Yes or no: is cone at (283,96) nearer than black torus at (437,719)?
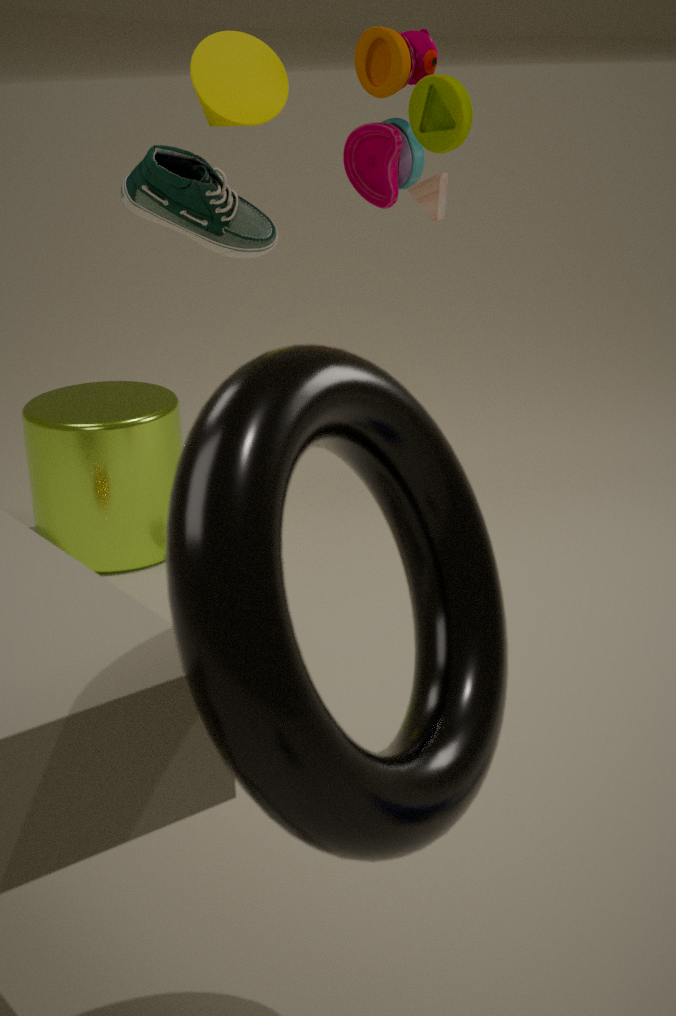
No
